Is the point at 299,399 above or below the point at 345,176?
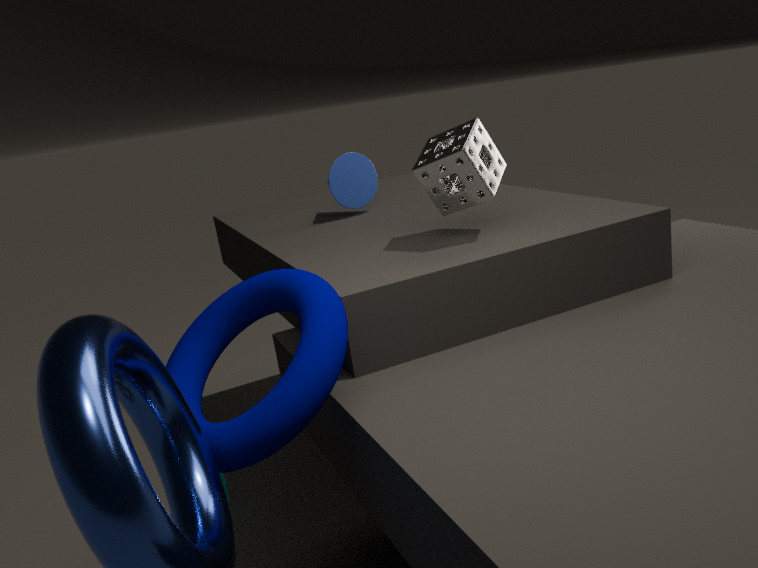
below
